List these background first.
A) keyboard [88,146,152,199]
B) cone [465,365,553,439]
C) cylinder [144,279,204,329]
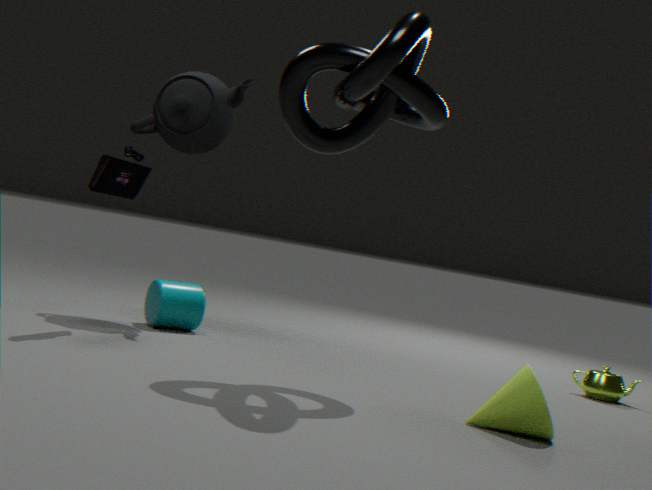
cylinder [144,279,204,329], keyboard [88,146,152,199], cone [465,365,553,439]
